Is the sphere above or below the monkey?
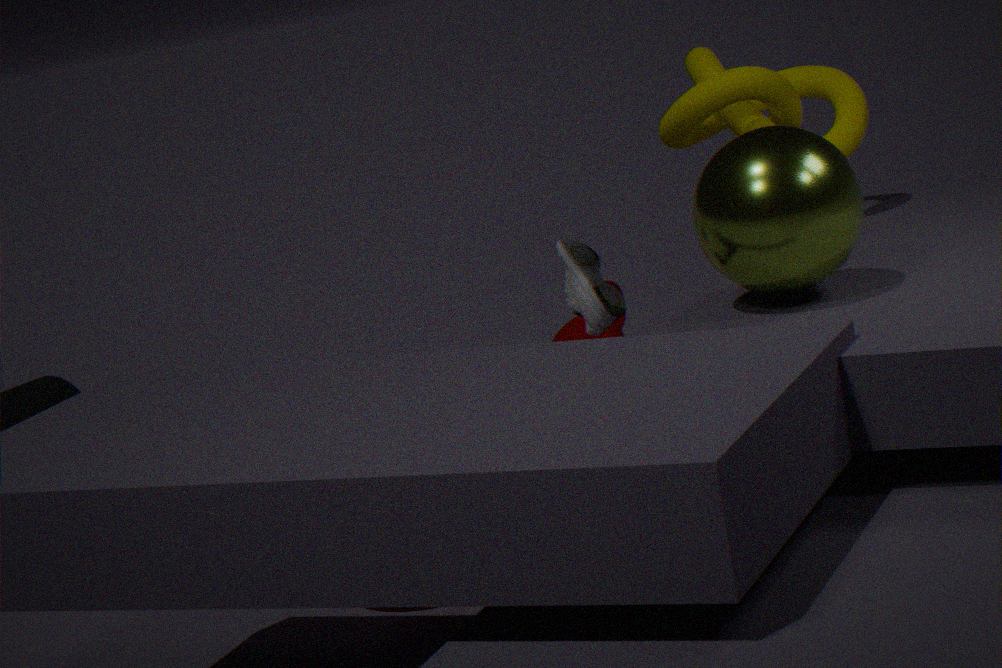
above
